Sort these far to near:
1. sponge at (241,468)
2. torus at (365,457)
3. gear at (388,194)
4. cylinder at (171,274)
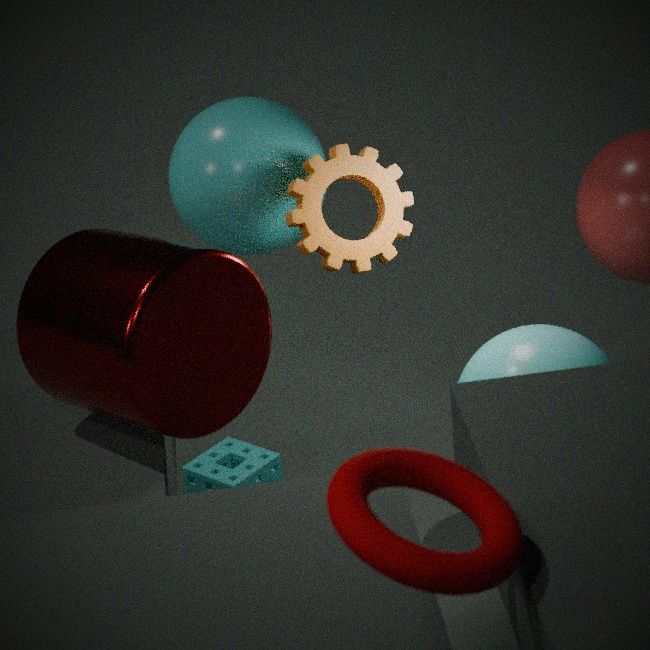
sponge at (241,468), gear at (388,194), cylinder at (171,274), torus at (365,457)
